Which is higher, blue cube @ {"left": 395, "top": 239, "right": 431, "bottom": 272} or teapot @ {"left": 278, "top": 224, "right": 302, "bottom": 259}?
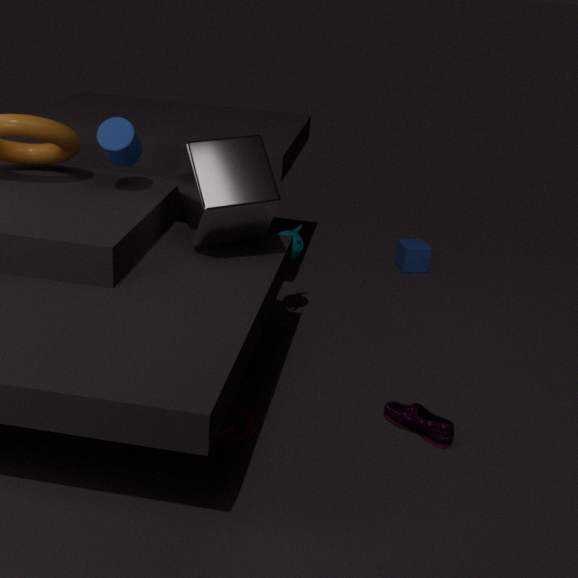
teapot @ {"left": 278, "top": 224, "right": 302, "bottom": 259}
